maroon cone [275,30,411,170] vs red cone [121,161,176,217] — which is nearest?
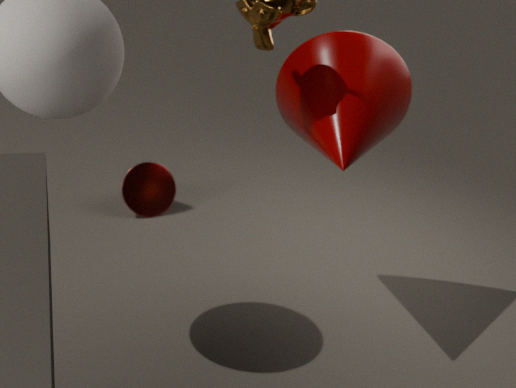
maroon cone [275,30,411,170]
